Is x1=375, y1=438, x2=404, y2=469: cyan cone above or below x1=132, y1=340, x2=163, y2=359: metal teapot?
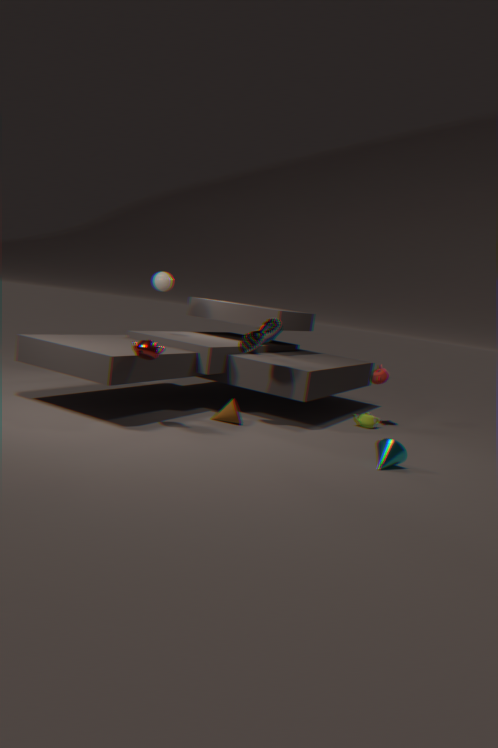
below
